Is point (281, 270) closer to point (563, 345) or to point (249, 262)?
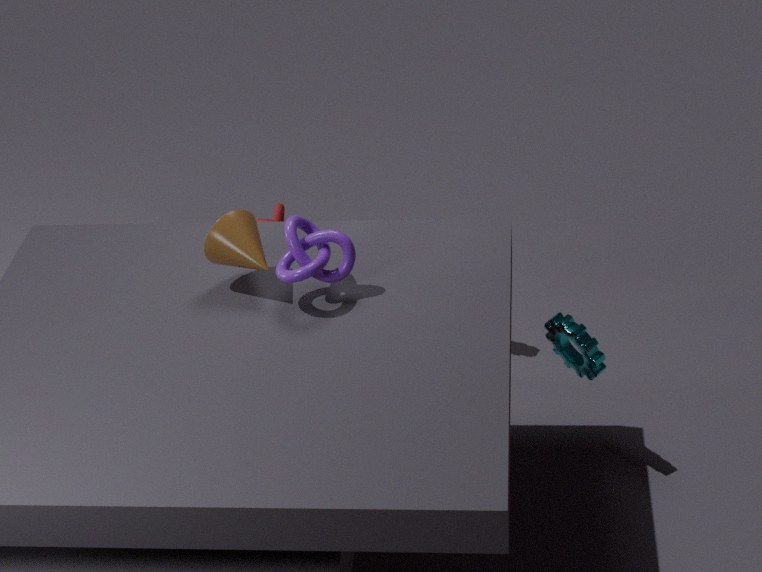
point (249, 262)
